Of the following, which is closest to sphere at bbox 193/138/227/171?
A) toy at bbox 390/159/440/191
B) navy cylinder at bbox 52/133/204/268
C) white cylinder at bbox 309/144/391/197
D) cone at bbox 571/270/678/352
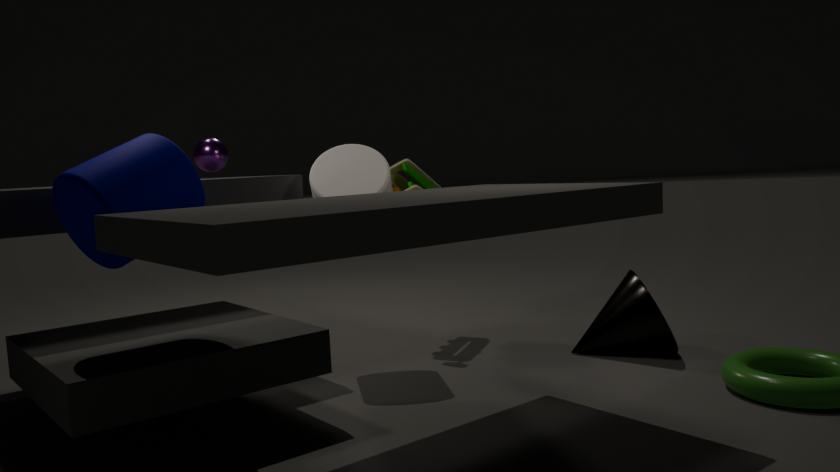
white cylinder at bbox 309/144/391/197
